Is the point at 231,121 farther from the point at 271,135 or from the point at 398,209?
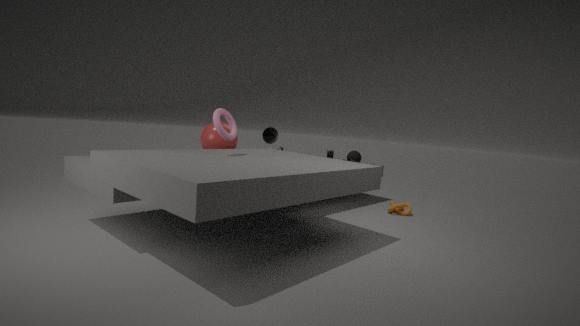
the point at 398,209
